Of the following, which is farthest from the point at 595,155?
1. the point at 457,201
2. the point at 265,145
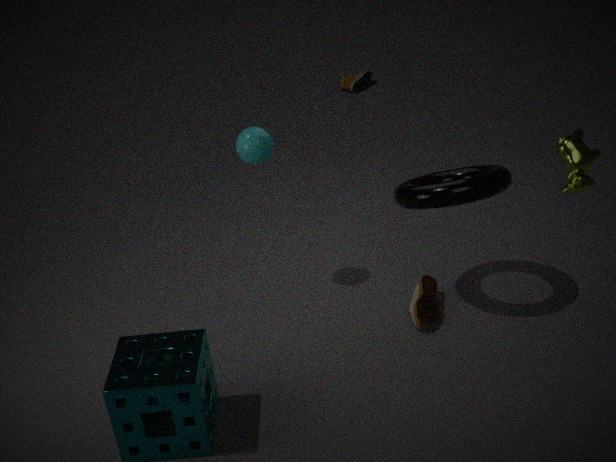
the point at 265,145
